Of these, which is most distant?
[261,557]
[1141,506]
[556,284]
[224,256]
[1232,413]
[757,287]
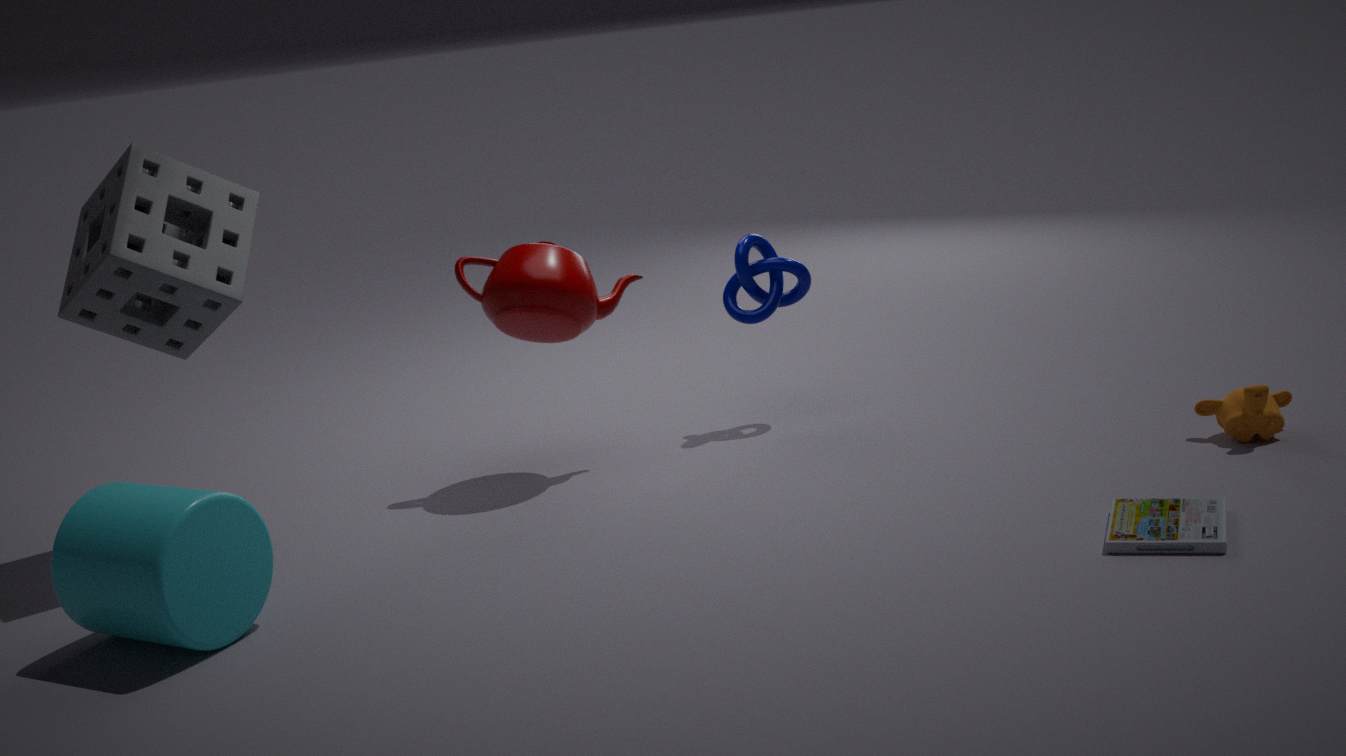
[757,287]
